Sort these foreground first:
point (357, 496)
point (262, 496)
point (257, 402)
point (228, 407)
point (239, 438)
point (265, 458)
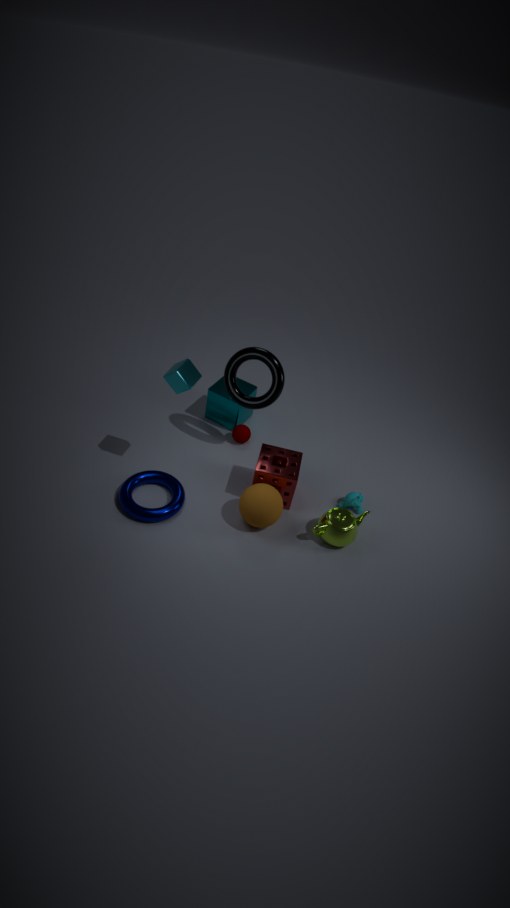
point (262, 496) < point (265, 458) < point (257, 402) < point (357, 496) < point (239, 438) < point (228, 407)
